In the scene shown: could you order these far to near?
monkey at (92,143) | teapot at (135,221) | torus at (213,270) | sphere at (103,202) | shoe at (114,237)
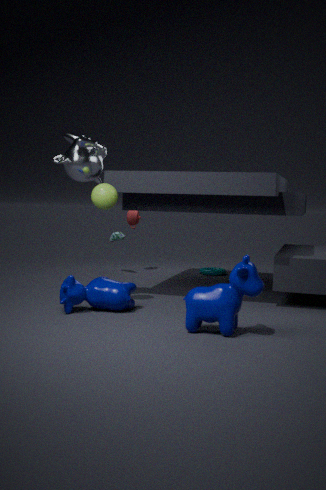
1. teapot at (135,221)
2. torus at (213,270)
3. shoe at (114,237)
4. monkey at (92,143)
5. sphere at (103,202)
